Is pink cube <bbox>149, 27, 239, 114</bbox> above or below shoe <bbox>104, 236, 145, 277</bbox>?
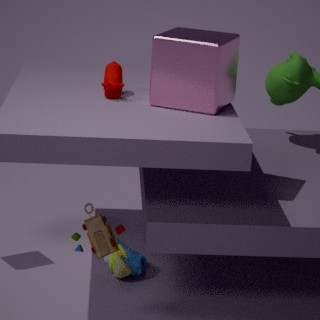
above
